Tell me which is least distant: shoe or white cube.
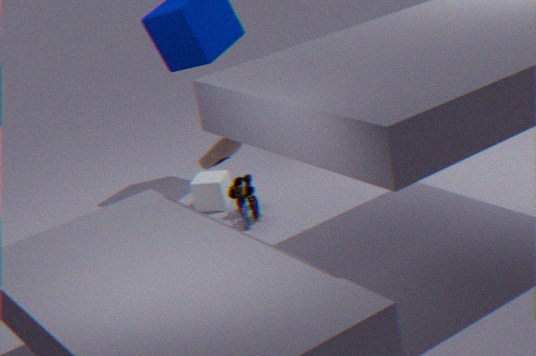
shoe
